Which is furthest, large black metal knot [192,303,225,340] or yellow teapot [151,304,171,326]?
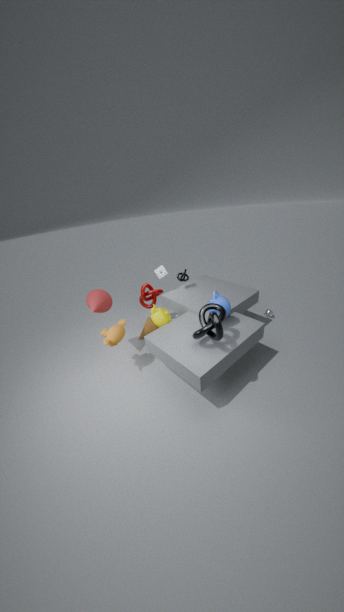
yellow teapot [151,304,171,326]
